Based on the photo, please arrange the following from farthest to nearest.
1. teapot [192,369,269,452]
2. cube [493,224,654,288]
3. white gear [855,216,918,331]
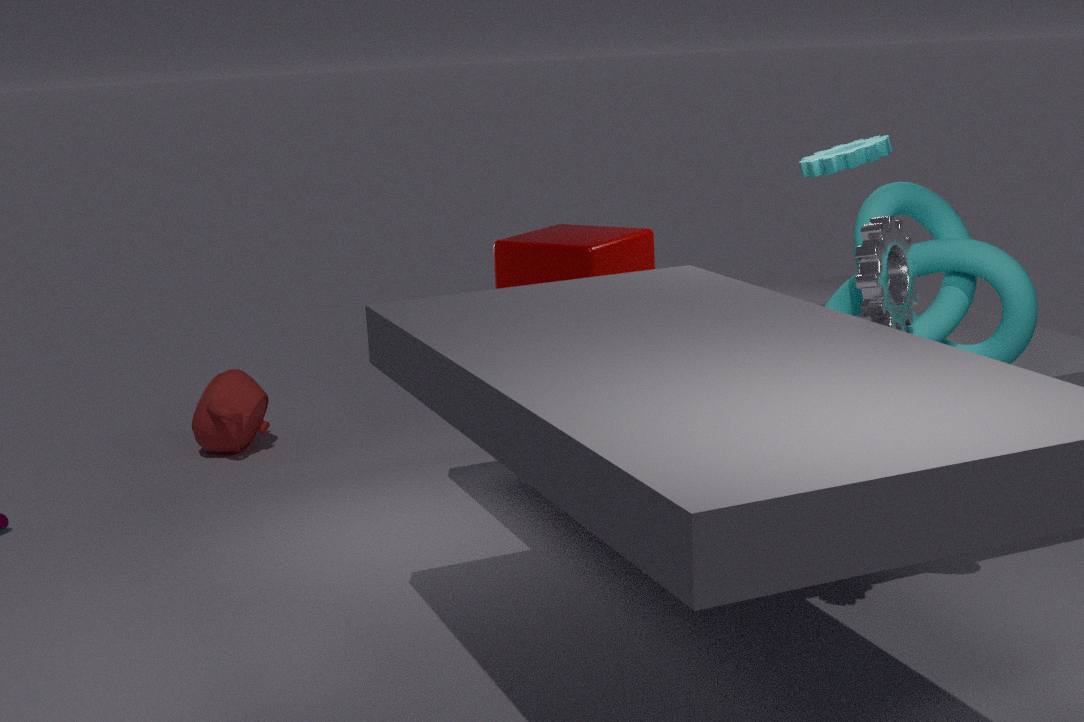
teapot [192,369,269,452] → cube [493,224,654,288] → white gear [855,216,918,331]
